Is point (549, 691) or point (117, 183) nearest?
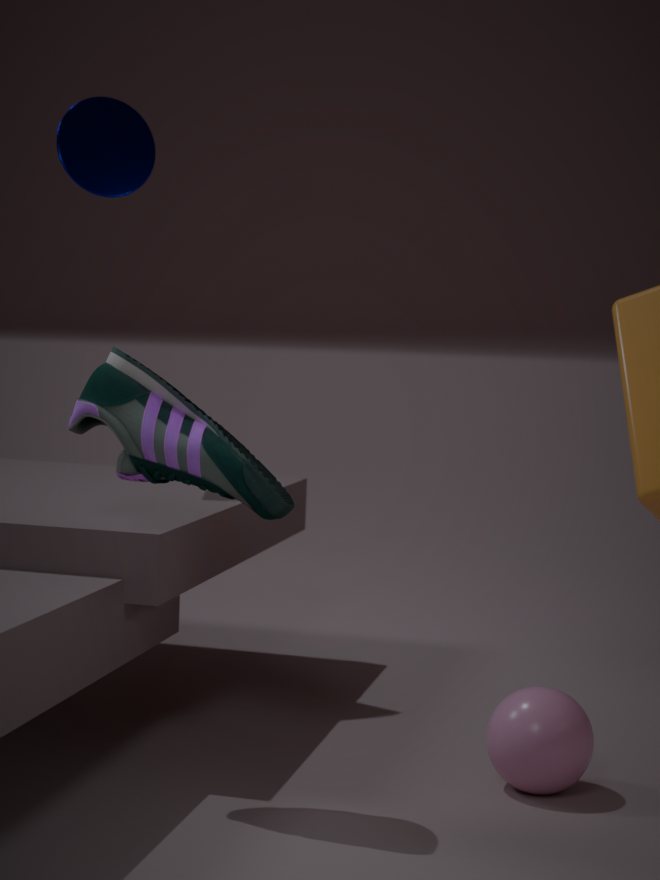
point (549, 691)
